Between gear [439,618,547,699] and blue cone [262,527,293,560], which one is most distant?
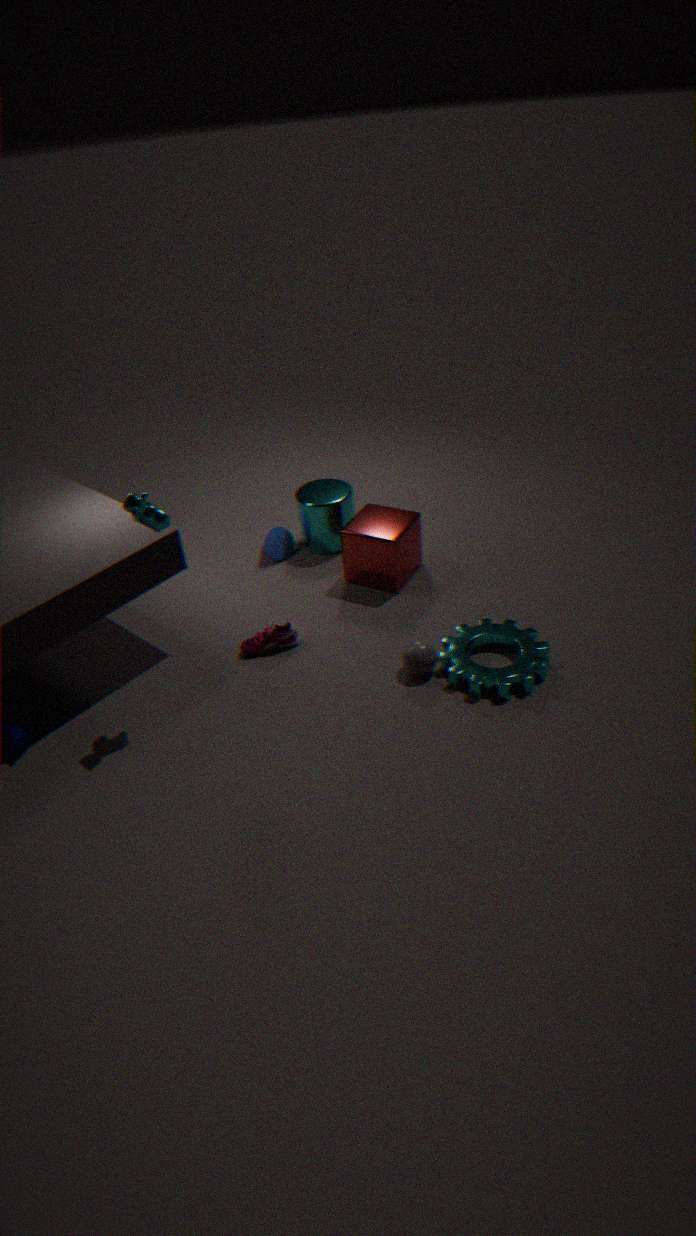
blue cone [262,527,293,560]
